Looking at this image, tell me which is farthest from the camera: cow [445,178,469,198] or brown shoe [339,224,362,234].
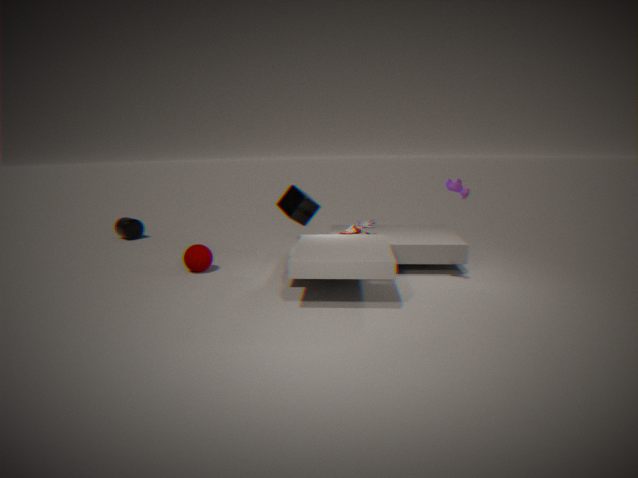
brown shoe [339,224,362,234]
